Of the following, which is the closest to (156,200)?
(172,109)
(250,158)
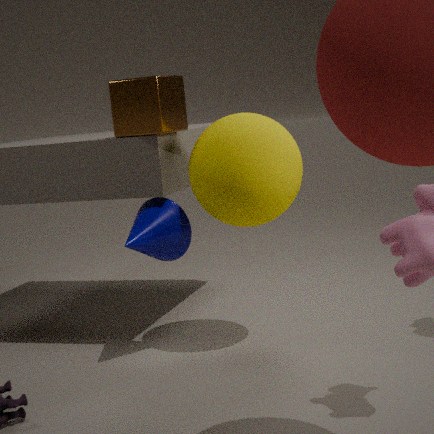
(250,158)
